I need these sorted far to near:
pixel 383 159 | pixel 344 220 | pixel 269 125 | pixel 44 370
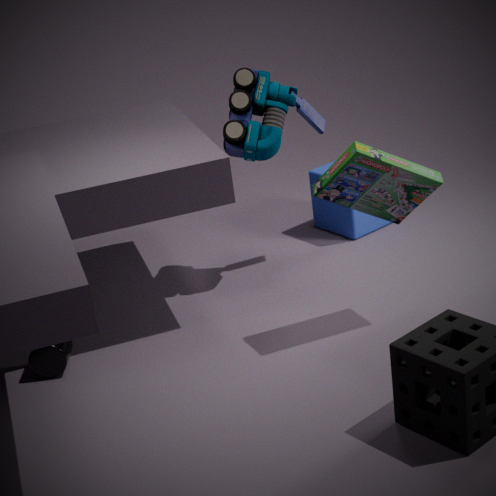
pixel 344 220 → pixel 269 125 → pixel 44 370 → pixel 383 159
